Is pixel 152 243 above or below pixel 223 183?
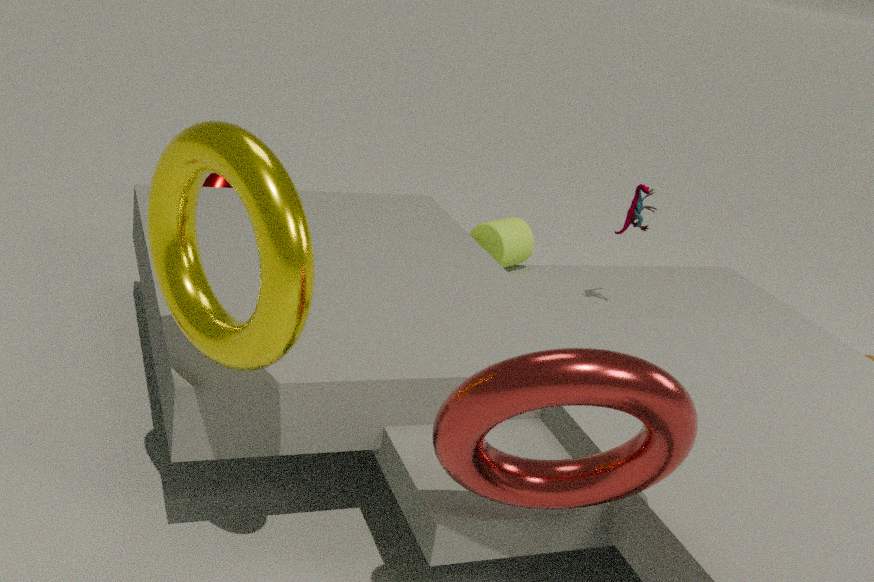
above
